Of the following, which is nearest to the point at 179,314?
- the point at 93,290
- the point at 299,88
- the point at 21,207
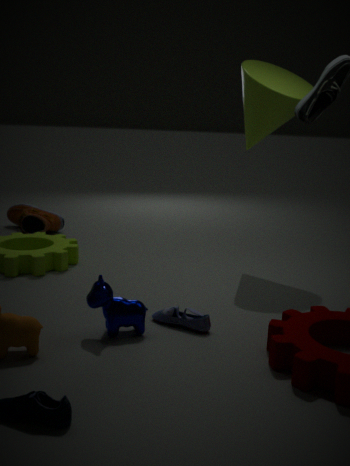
the point at 93,290
